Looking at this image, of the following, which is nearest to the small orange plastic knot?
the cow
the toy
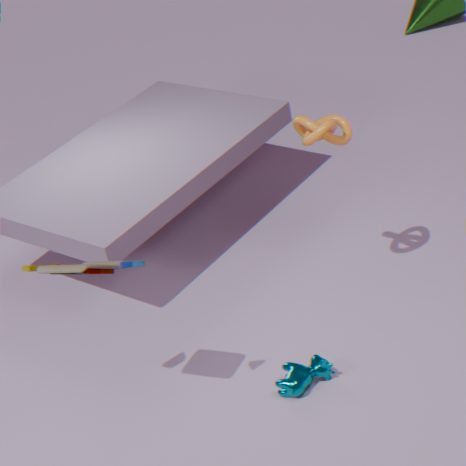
the cow
